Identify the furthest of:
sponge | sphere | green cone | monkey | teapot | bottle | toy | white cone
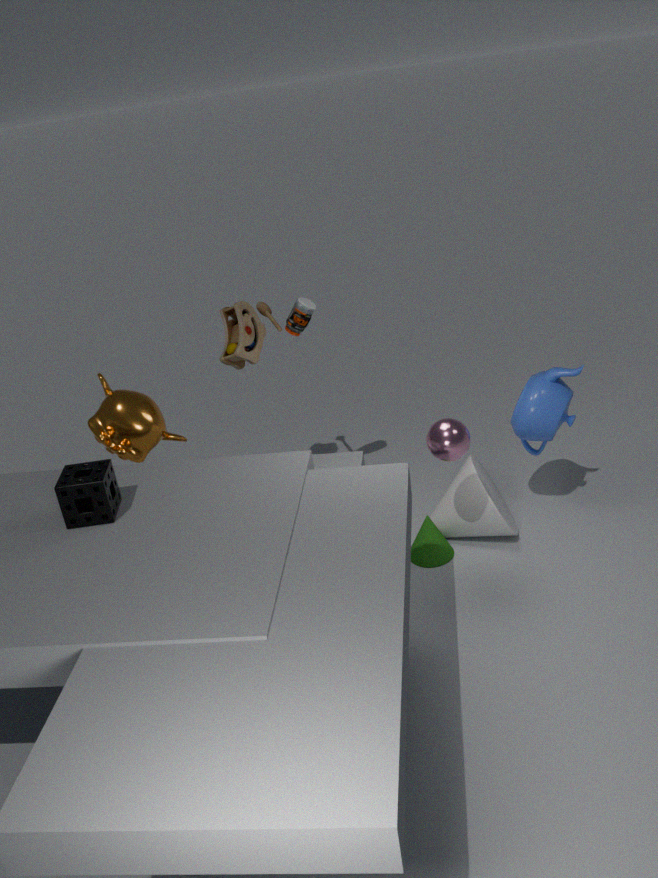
toy
